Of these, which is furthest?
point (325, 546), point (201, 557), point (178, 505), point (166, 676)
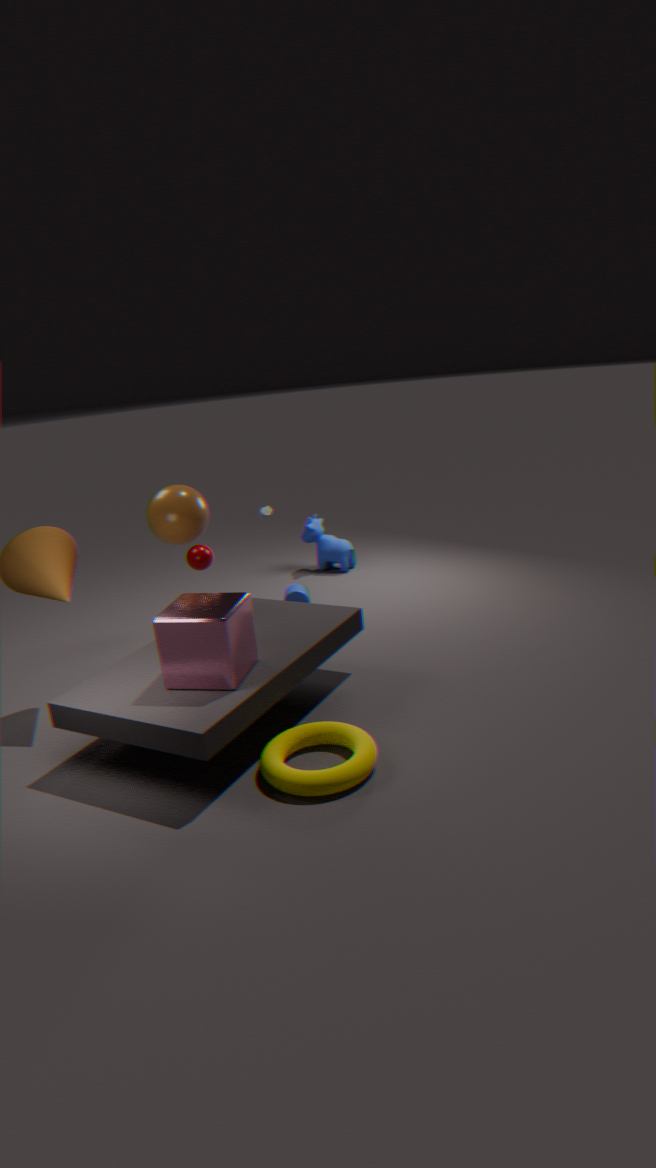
point (325, 546)
